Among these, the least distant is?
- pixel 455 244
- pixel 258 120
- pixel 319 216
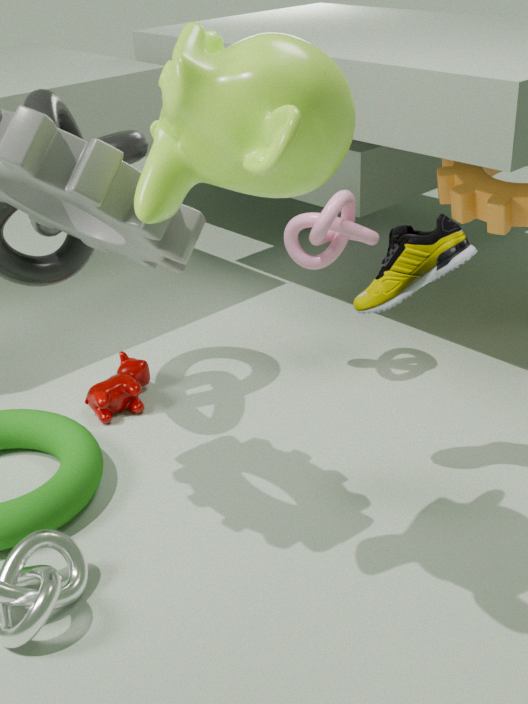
pixel 258 120
